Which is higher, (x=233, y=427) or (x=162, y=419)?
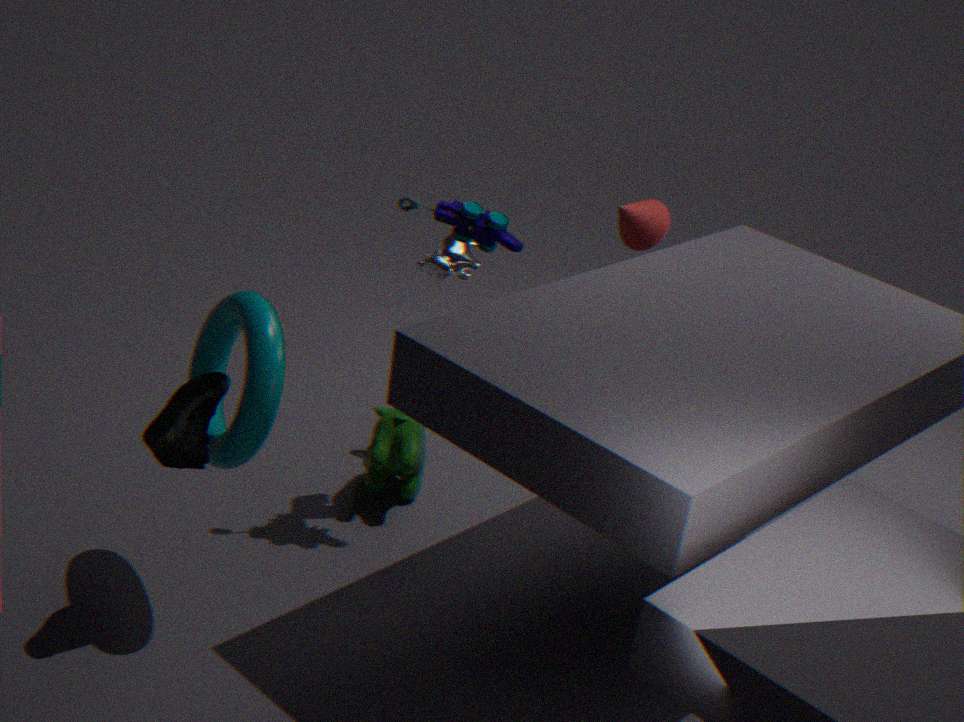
(x=233, y=427)
